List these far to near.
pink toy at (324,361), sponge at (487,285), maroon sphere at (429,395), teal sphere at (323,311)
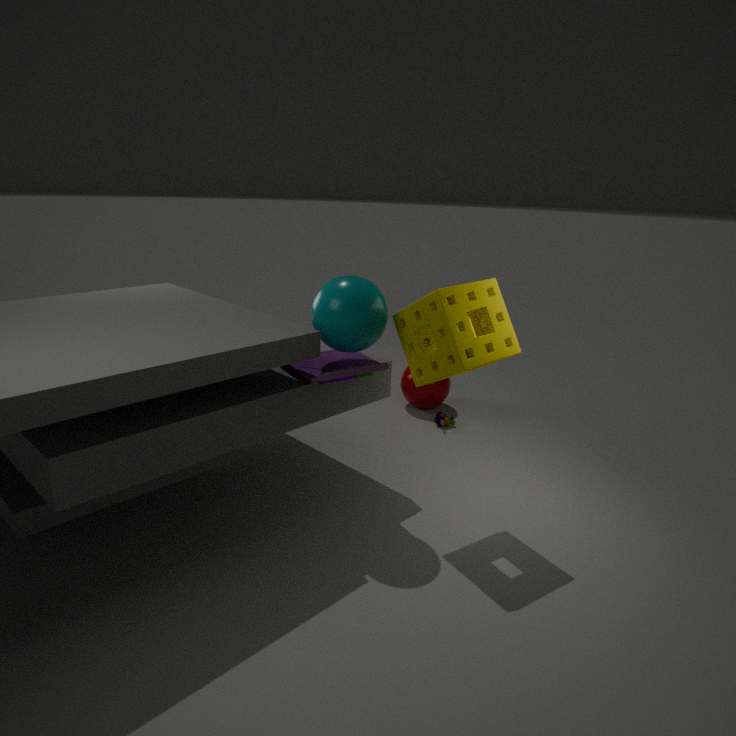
maroon sphere at (429,395) < pink toy at (324,361) < teal sphere at (323,311) < sponge at (487,285)
